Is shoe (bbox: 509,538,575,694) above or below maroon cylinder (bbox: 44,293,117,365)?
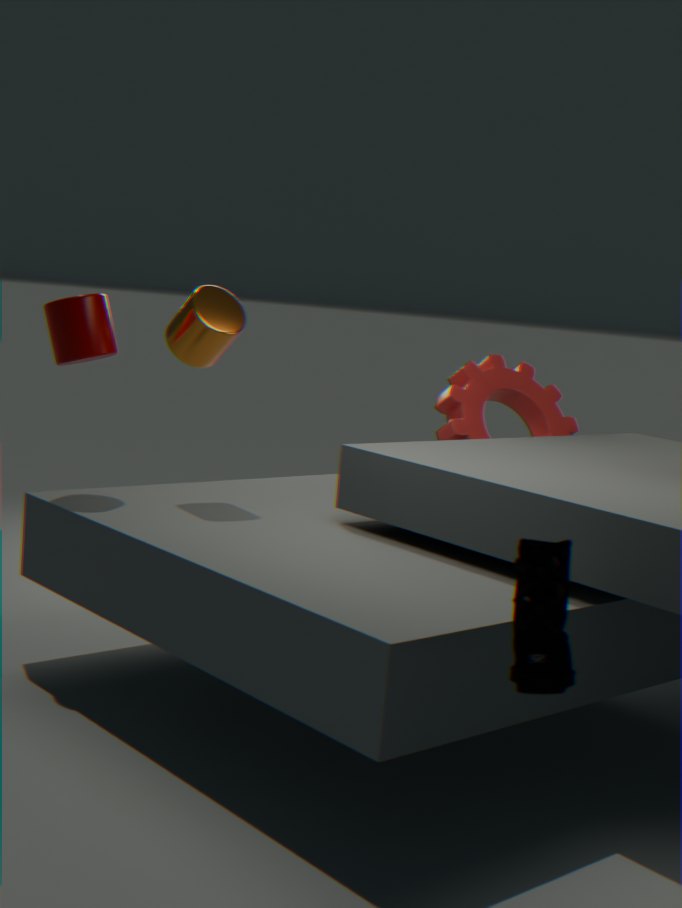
below
